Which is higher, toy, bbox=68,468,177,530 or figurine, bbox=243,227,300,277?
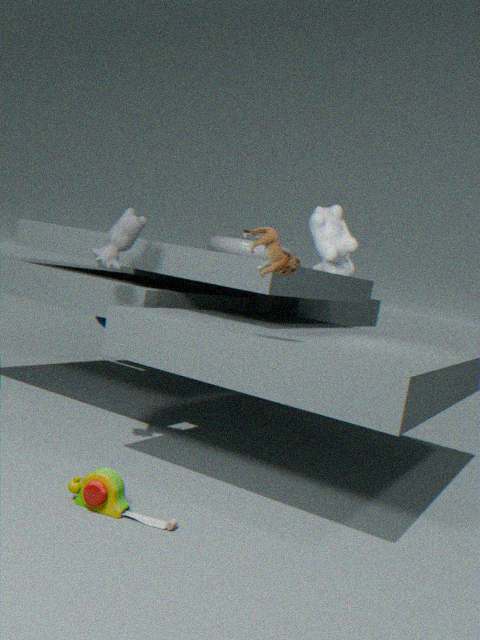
figurine, bbox=243,227,300,277
